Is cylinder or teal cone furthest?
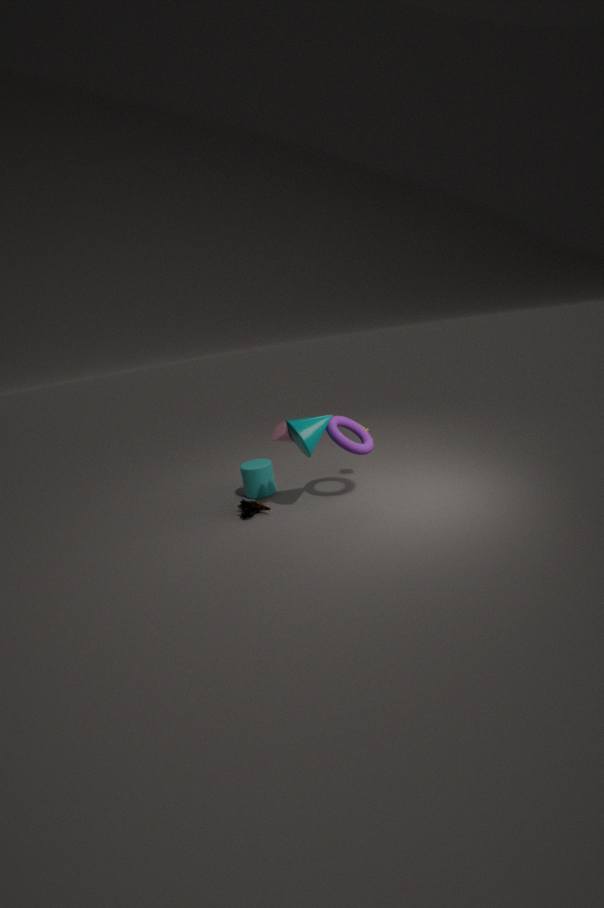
cylinder
